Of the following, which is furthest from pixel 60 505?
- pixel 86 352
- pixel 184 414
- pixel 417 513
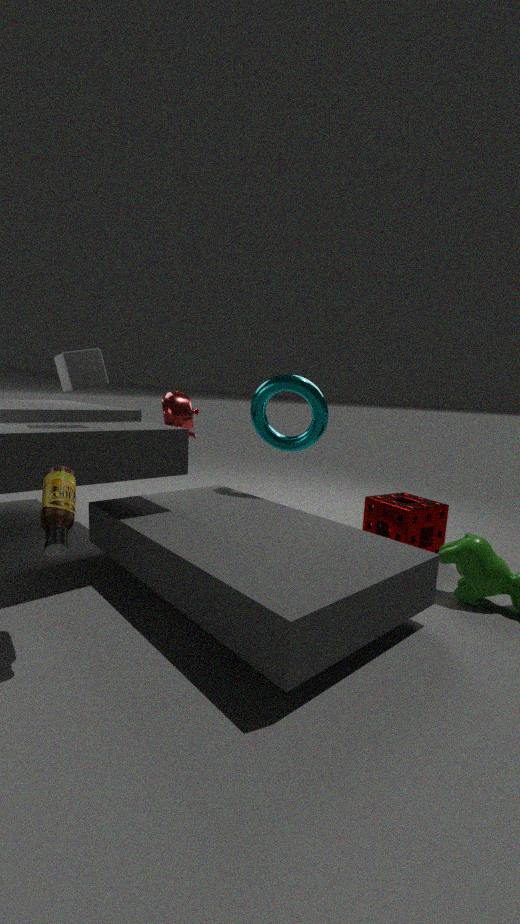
pixel 417 513
